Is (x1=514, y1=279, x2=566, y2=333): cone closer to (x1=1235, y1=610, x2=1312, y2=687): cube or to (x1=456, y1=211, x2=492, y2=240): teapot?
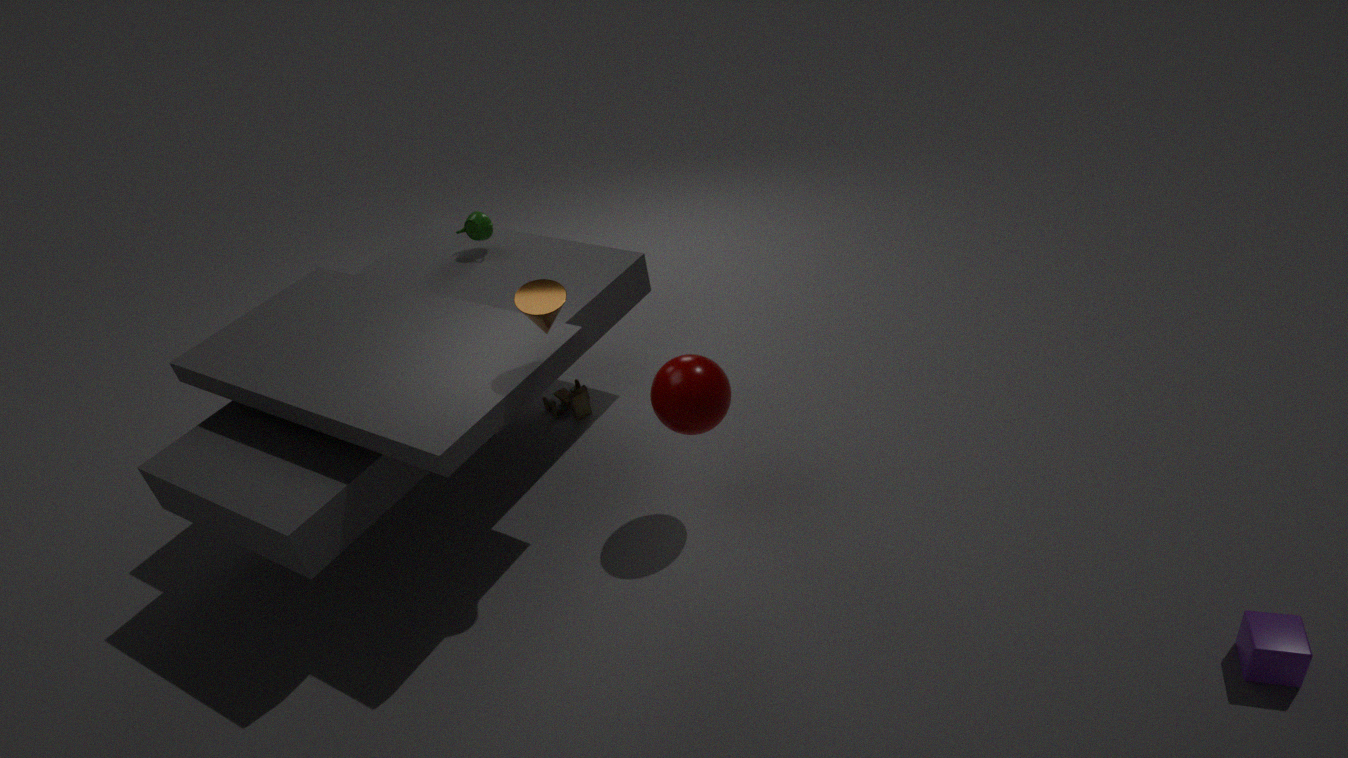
(x1=456, y1=211, x2=492, y2=240): teapot
